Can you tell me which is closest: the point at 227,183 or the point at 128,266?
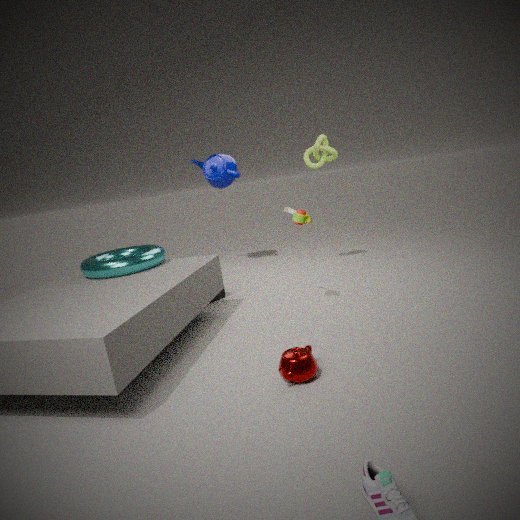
the point at 128,266
